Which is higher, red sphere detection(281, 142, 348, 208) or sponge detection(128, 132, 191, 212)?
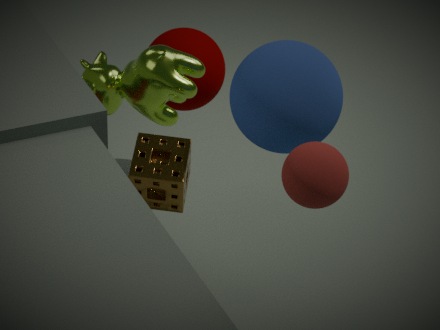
red sphere detection(281, 142, 348, 208)
